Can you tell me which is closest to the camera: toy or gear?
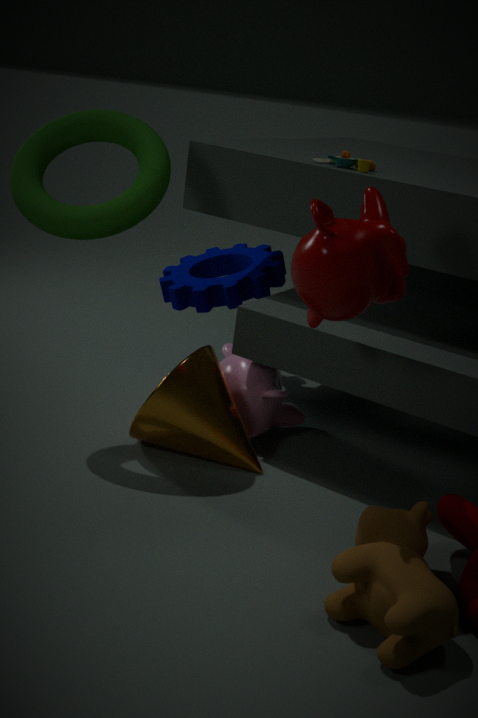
toy
